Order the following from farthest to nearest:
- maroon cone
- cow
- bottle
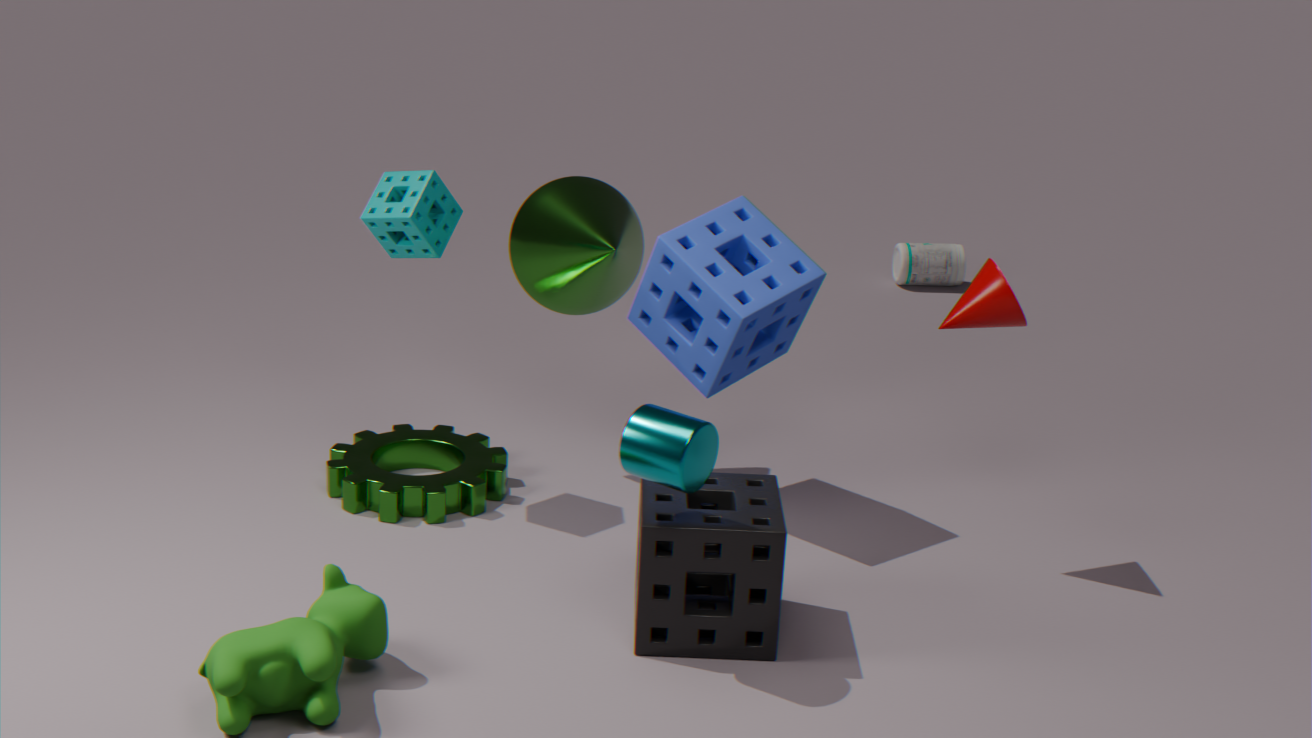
bottle
maroon cone
cow
